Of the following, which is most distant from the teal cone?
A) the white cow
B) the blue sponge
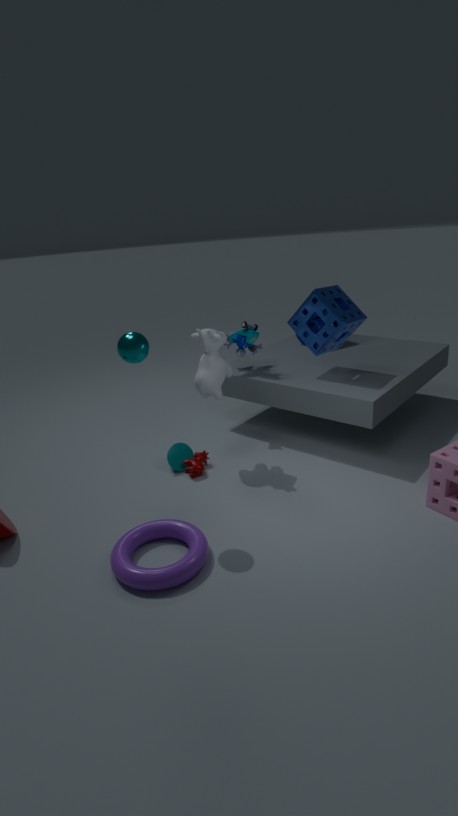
the blue sponge
